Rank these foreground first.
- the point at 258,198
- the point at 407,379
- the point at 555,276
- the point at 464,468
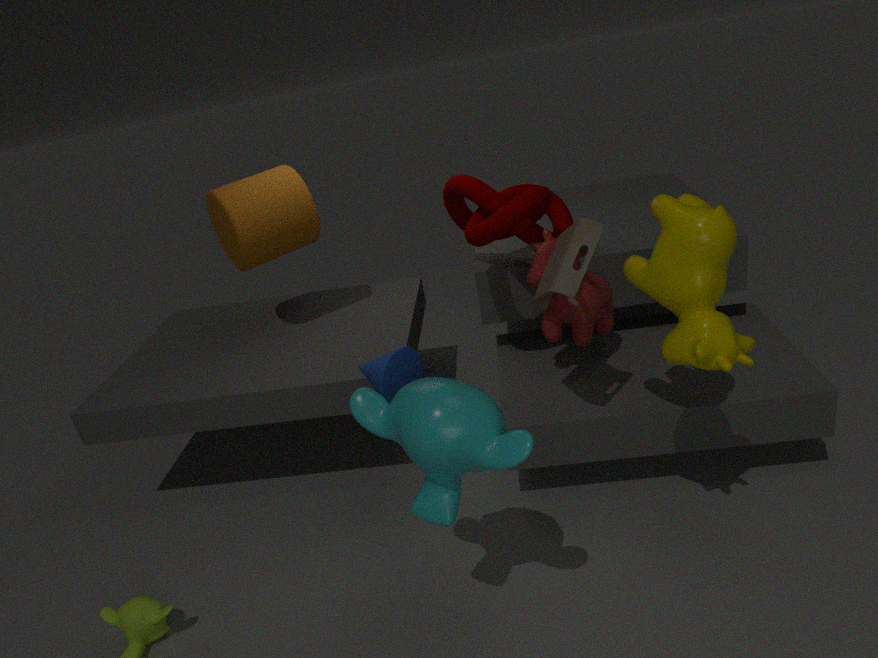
the point at 464,468, the point at 555,276, the point at 407,379, the point at 258,198
